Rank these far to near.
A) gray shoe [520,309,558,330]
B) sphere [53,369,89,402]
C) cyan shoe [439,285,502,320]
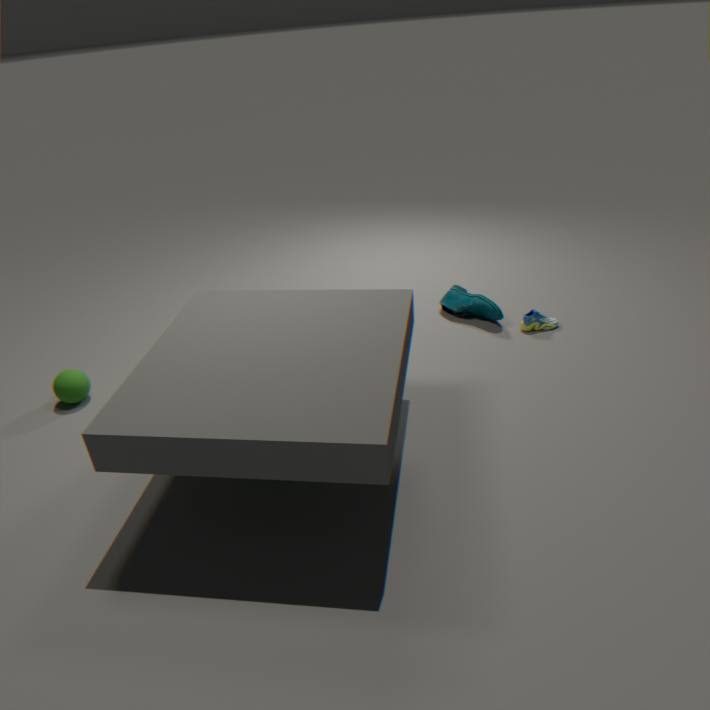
cyan shoe [439,285,502,320], gray shoe [520,309,558,330], sphere [53,369,89,402]
